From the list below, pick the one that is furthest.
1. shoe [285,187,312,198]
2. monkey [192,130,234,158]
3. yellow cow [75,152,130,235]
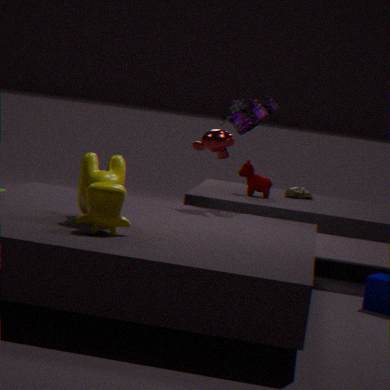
shoe [285,187,312,198]
